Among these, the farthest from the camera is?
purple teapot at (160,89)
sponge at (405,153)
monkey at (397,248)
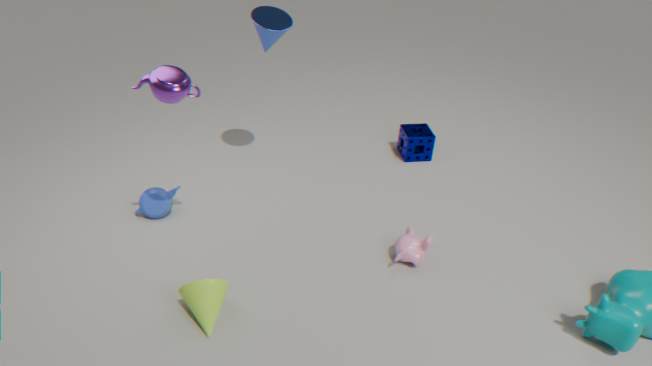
sponge at (405,153)
